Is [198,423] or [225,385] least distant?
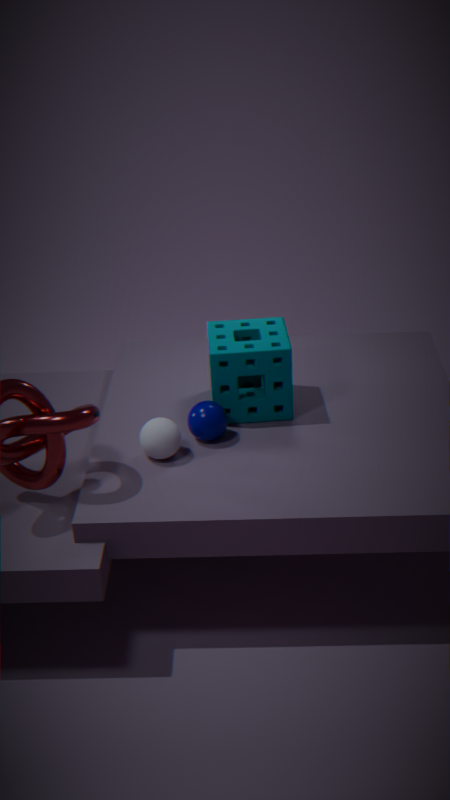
[198,423]
